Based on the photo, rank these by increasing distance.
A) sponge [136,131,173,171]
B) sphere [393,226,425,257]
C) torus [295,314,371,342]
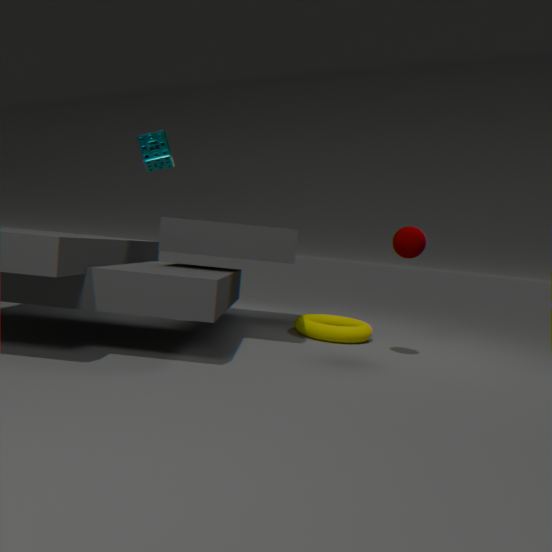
sphere [393,226,425,257], torus [295,314,371,342], sponge [136,131,173,171]
